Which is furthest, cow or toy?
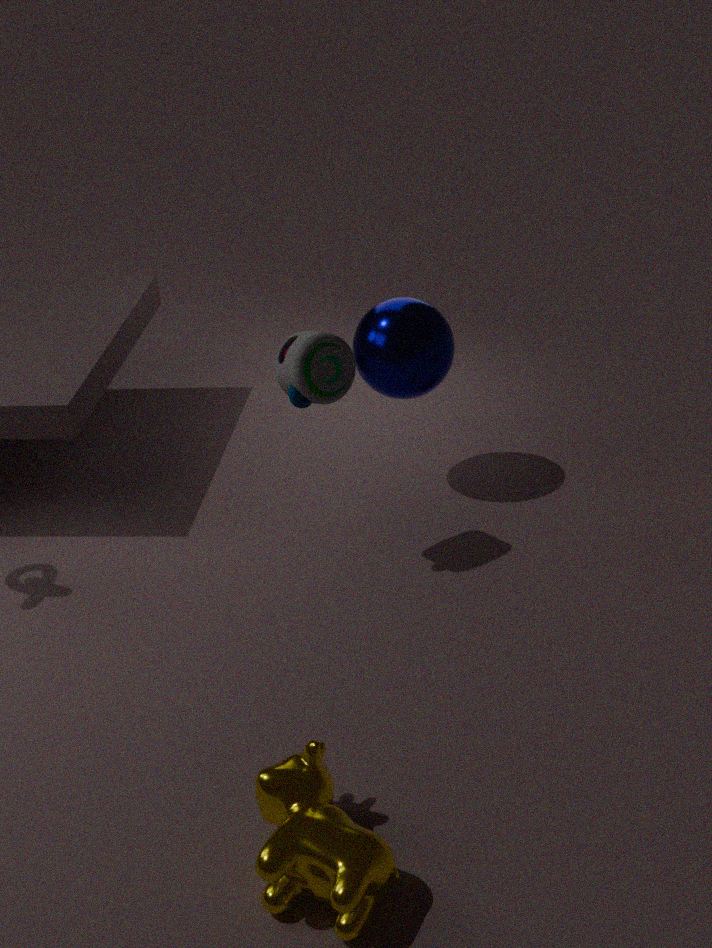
toy
